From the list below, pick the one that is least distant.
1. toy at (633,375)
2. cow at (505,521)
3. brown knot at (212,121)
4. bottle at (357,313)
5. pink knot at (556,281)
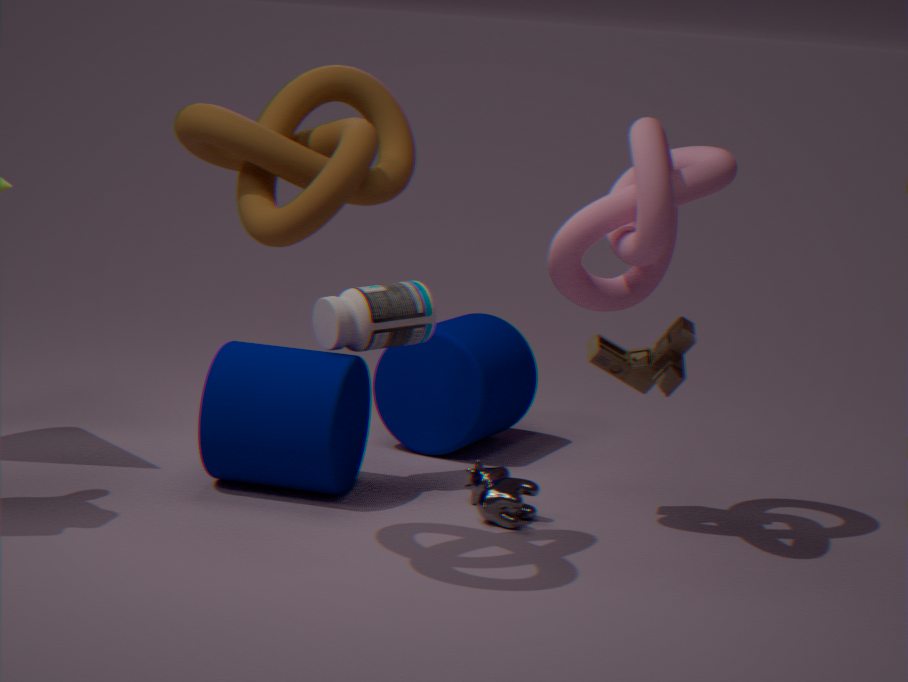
brown knot at (212,121)
